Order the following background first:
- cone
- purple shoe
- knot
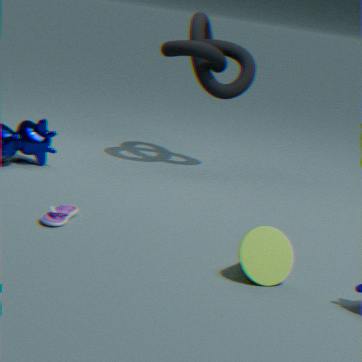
knot < purple shoe < cone
